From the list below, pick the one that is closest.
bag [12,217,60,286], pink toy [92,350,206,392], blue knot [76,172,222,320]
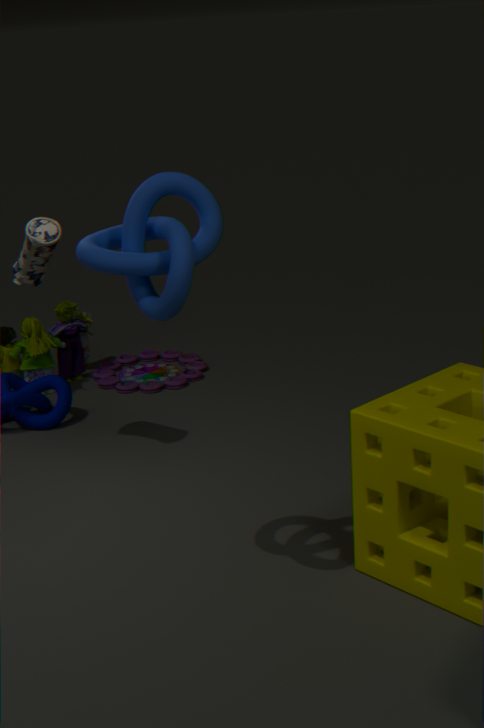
blue knot [76,172,222,320]
